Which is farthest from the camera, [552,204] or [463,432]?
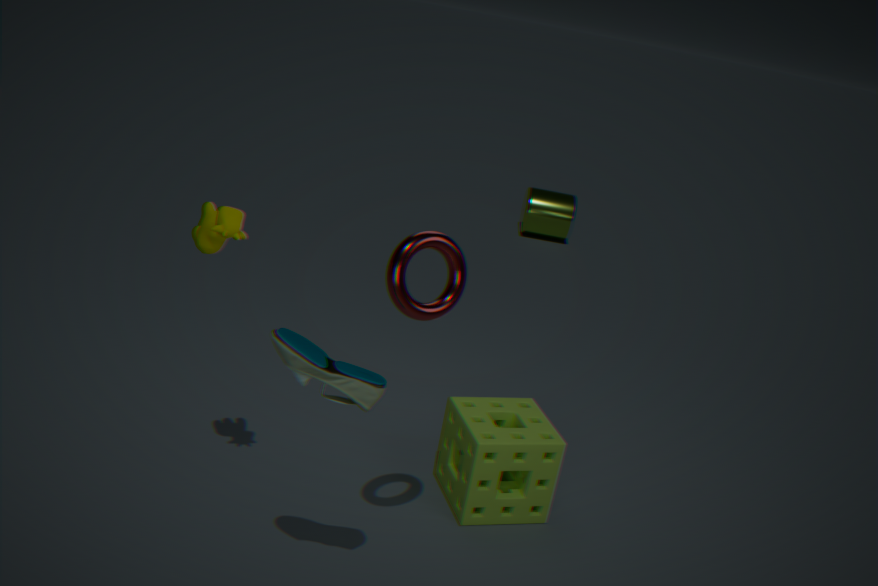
[552,204]
